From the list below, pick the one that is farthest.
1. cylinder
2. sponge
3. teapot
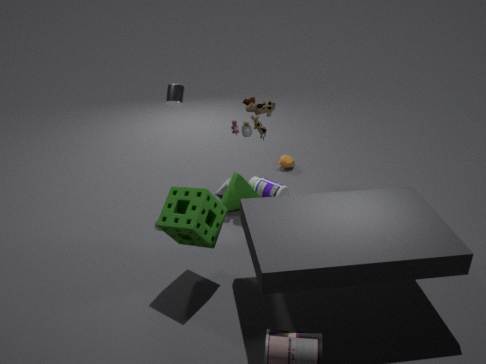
teapot
